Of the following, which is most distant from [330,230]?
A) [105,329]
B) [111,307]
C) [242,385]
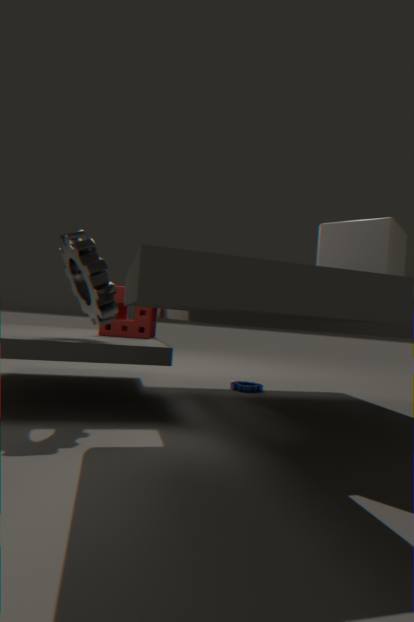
[105,329]
